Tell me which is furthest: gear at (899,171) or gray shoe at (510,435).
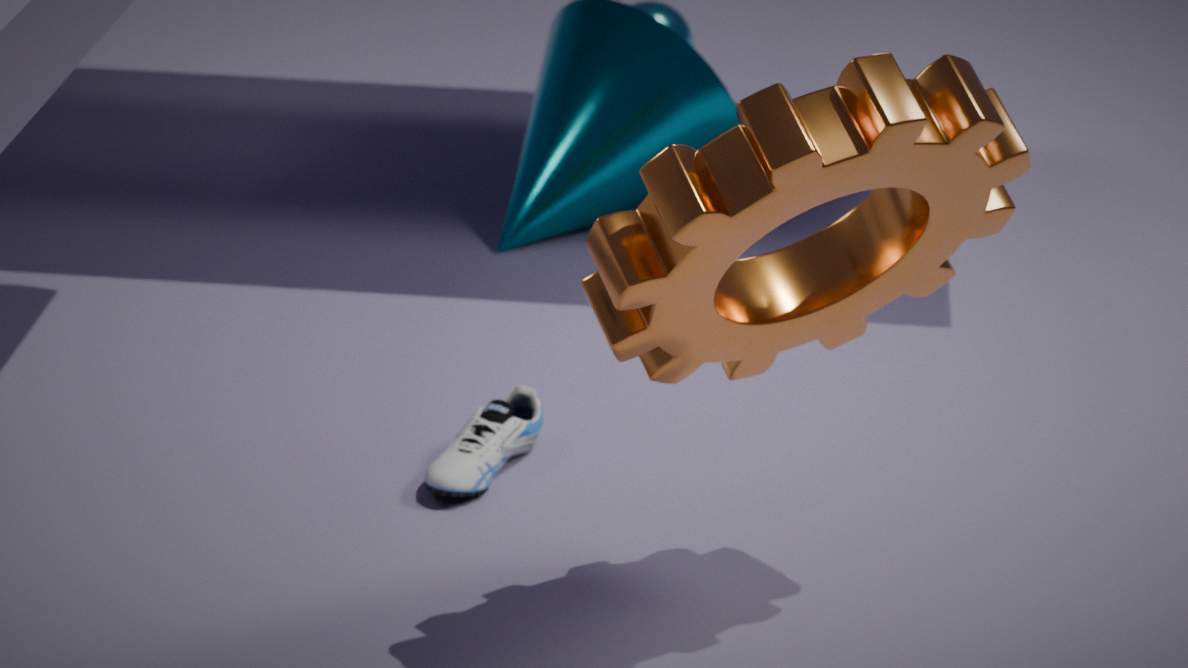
gray shoe at (510,435)
